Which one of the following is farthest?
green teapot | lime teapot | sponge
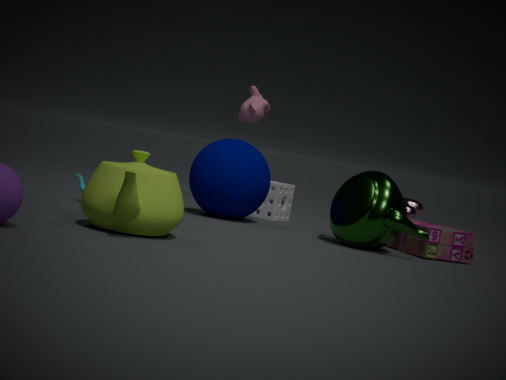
sponge
